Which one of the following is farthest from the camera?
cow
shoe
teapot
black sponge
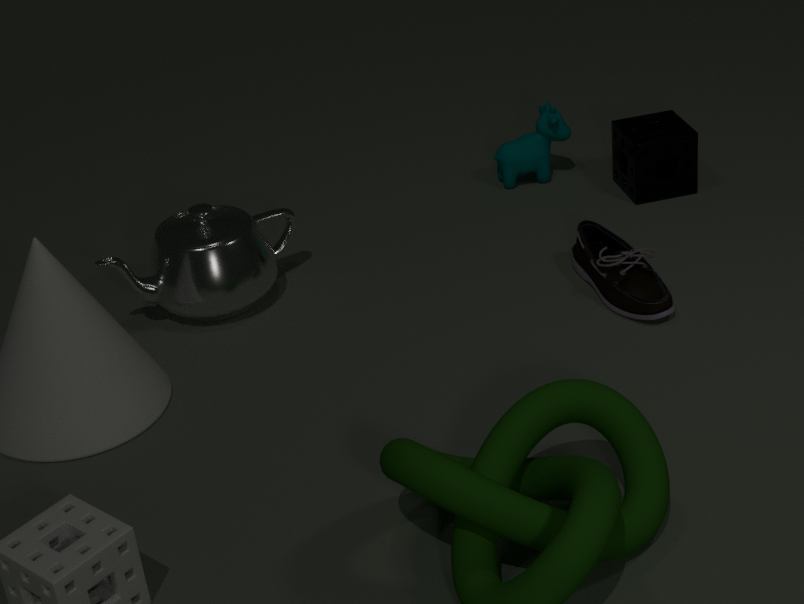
cow
